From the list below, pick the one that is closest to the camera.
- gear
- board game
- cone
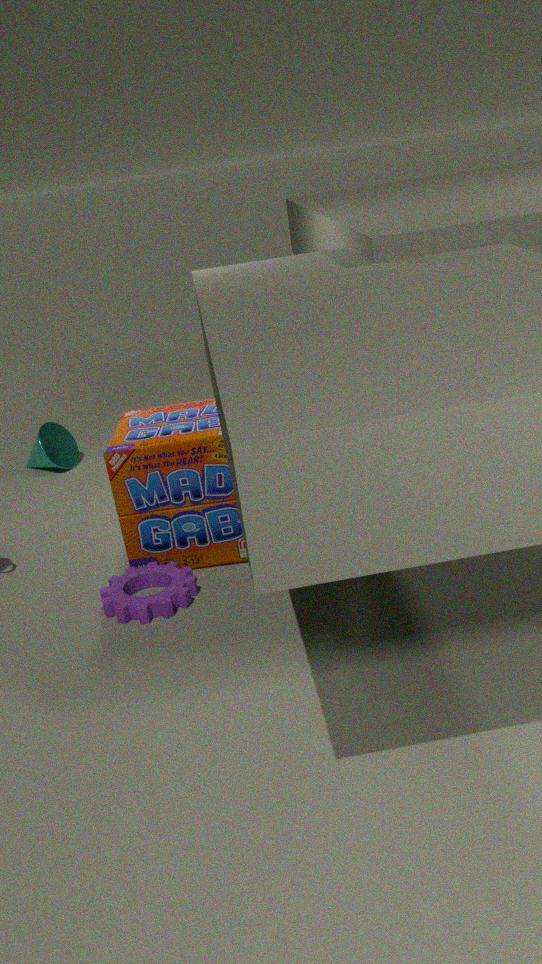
gear
